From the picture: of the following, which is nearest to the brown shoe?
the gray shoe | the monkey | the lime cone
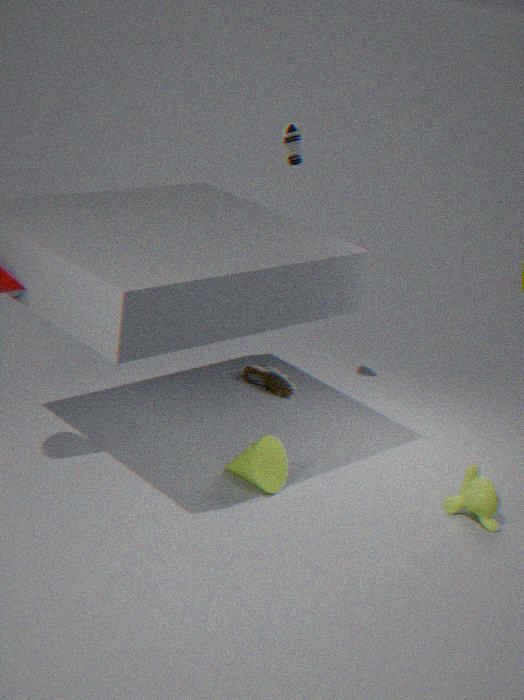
the lime cone
